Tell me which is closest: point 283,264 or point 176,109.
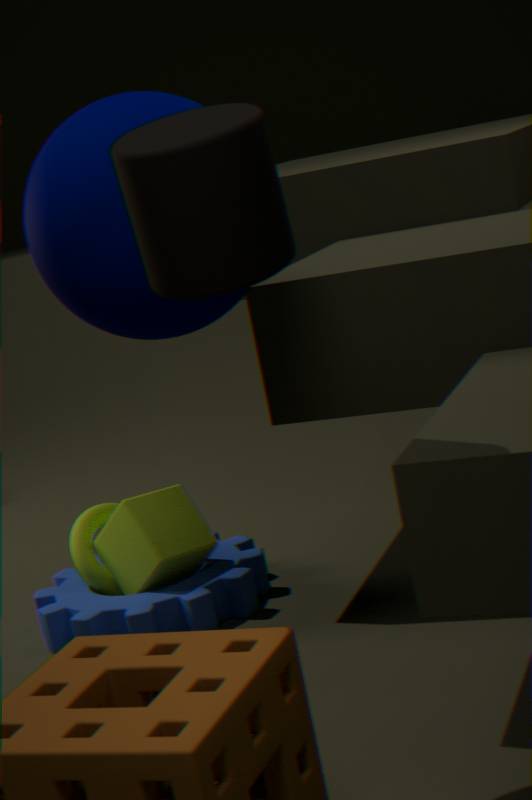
point 283,264
